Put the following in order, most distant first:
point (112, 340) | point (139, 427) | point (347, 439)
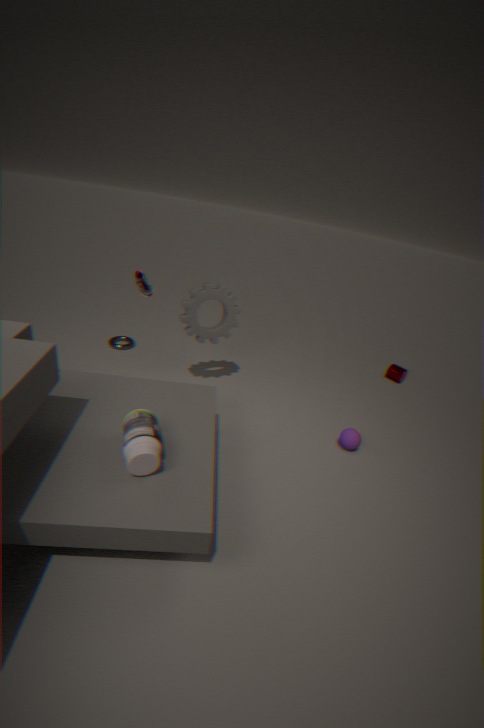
point (112, 340) < point (347, 439) < point (139, 427)
